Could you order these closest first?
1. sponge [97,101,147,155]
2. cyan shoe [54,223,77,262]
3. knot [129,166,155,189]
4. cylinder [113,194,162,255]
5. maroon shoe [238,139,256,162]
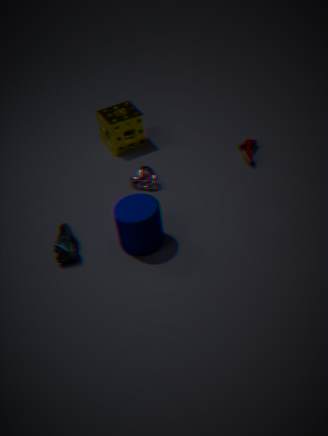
cylinder [113,194,162,255]
cyan shoe [54,223,77,262]
knot [129,166,155,189]
maroon shoe [238,139,256,162]
sponge [97,101,147,155]
